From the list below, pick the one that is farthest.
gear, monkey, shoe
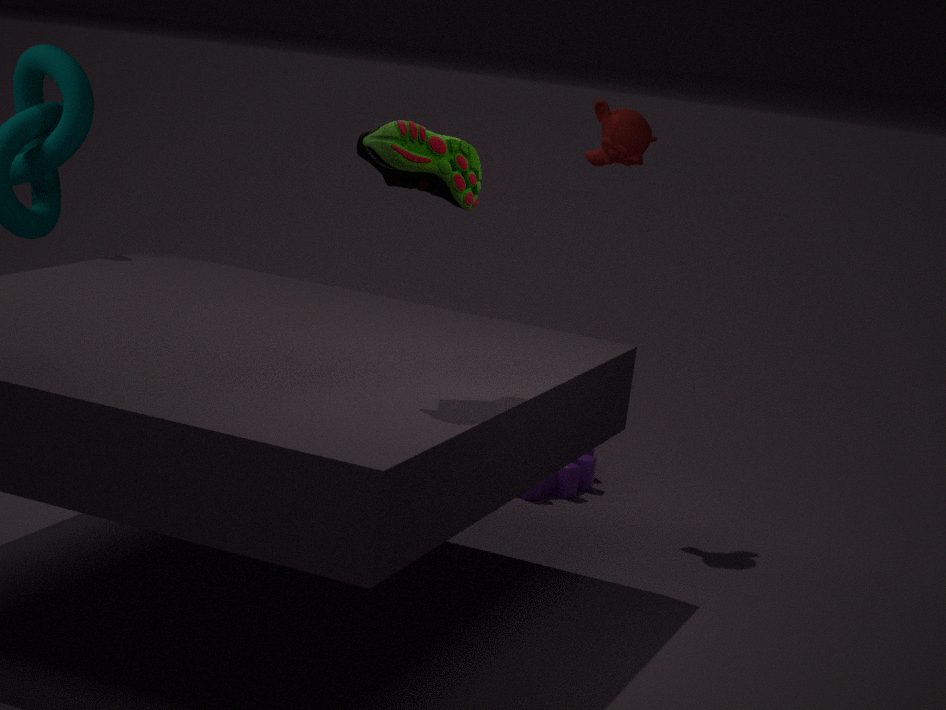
gear
